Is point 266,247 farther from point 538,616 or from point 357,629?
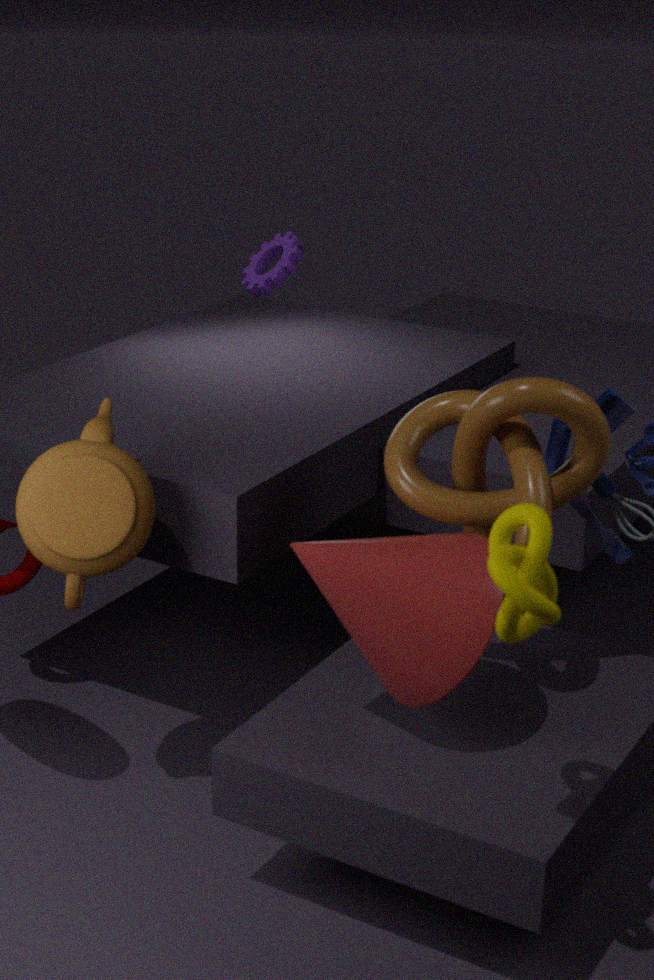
point 538,616
